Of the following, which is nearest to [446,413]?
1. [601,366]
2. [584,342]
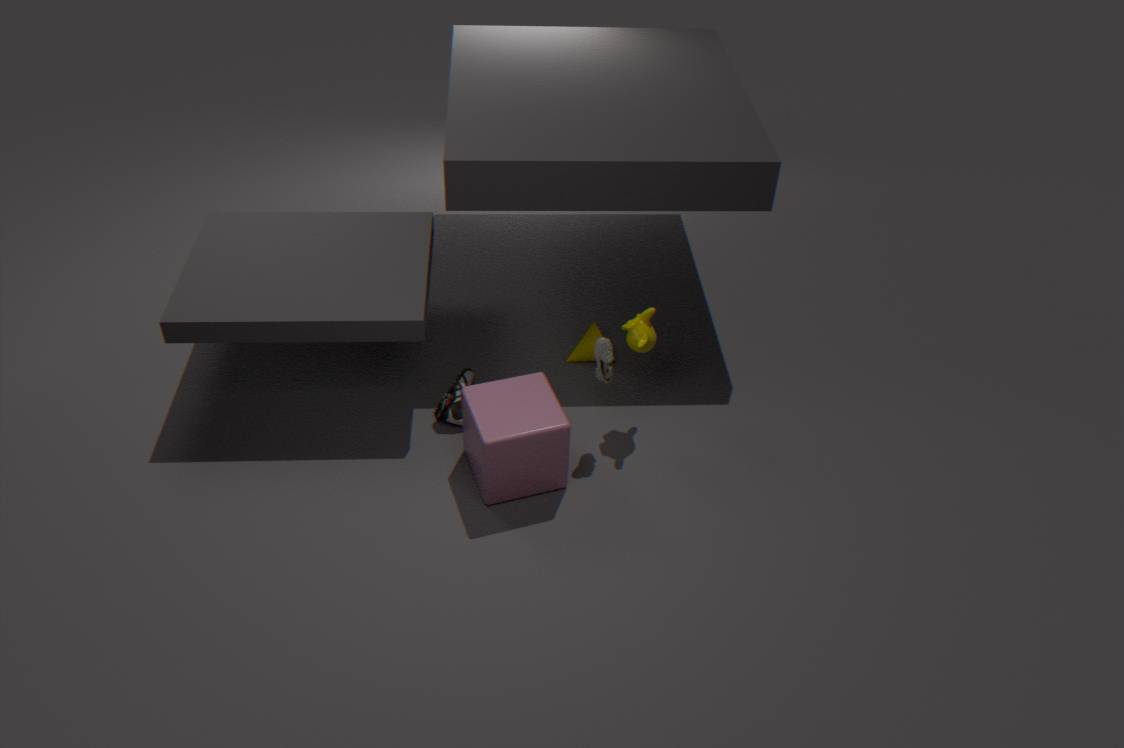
[584,342]
